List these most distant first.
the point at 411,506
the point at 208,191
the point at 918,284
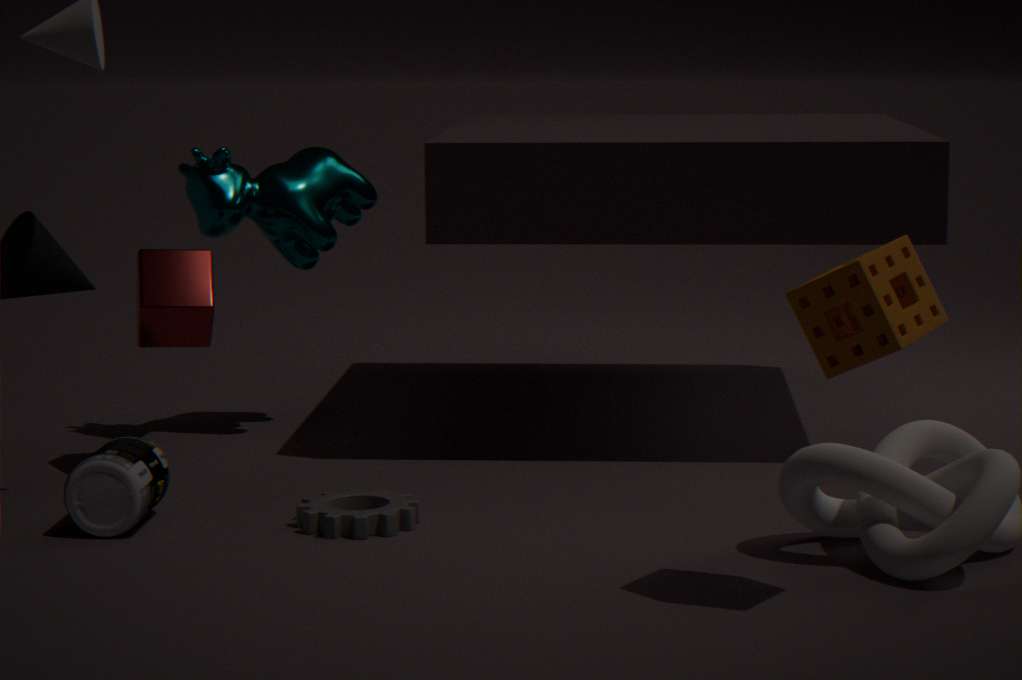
the point at 208,191, the point at 411,506, the point at 918,284
